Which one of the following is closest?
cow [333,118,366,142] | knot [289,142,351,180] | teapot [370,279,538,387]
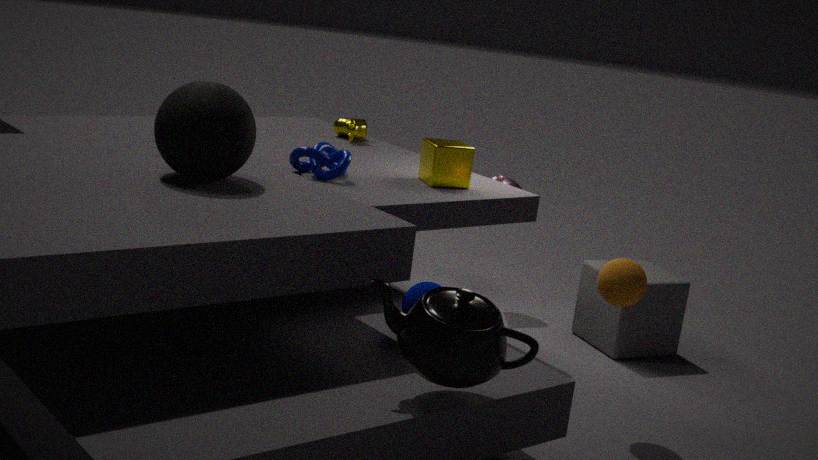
teapot [370,279,538,387]
